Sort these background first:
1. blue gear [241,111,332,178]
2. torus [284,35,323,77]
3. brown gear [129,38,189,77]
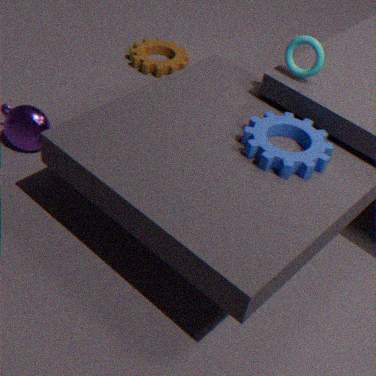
brown gear [129,38,189,77], torus [284,35,323,77], blue gear [241,111,332,178]
